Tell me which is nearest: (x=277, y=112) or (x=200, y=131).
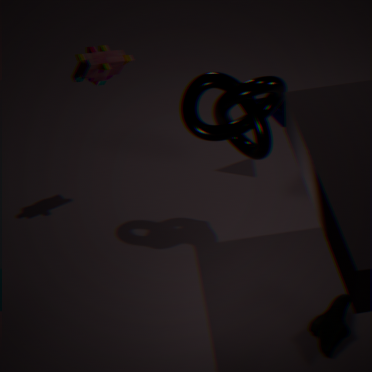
(x=200, y=131)
